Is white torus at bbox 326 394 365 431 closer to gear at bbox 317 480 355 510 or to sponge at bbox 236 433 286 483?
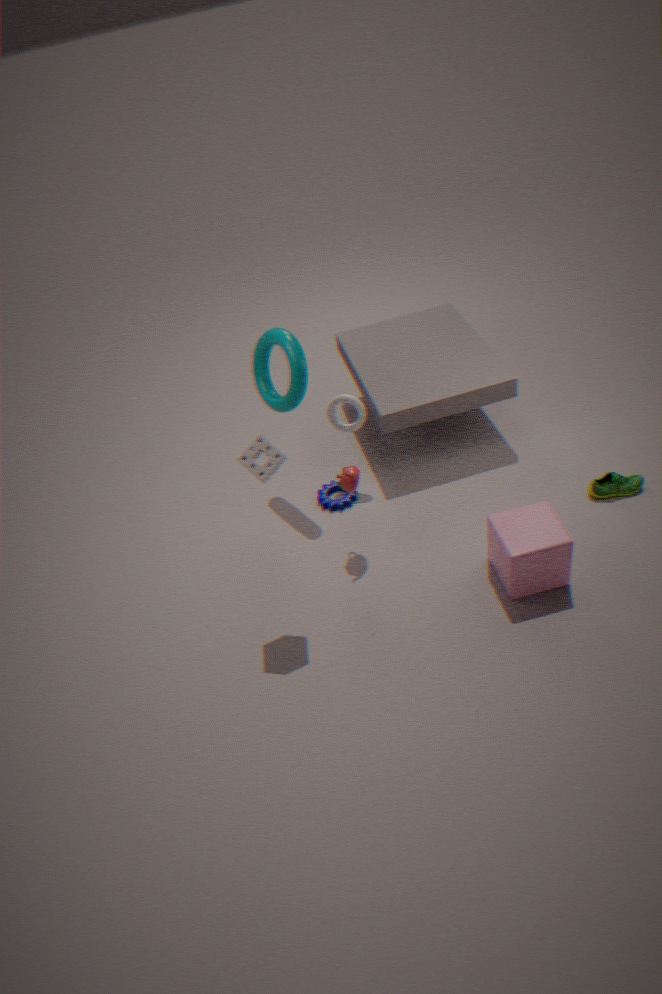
→ gear at bbox 317 480 355 510
